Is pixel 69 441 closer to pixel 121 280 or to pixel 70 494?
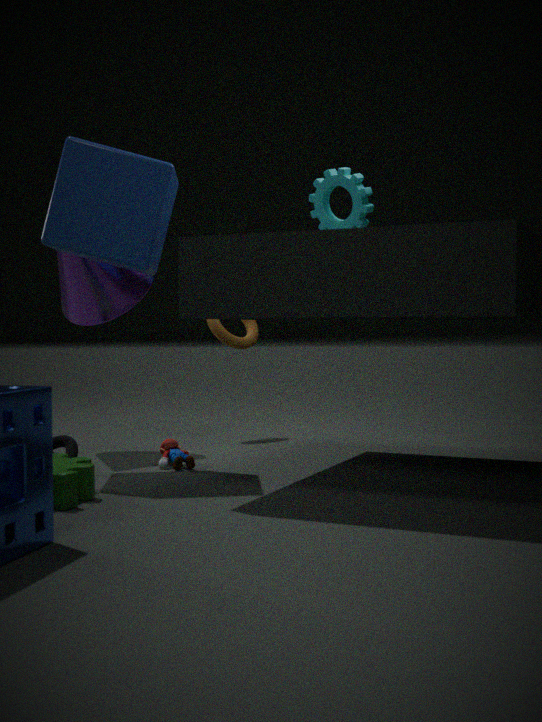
pixel 70 494
